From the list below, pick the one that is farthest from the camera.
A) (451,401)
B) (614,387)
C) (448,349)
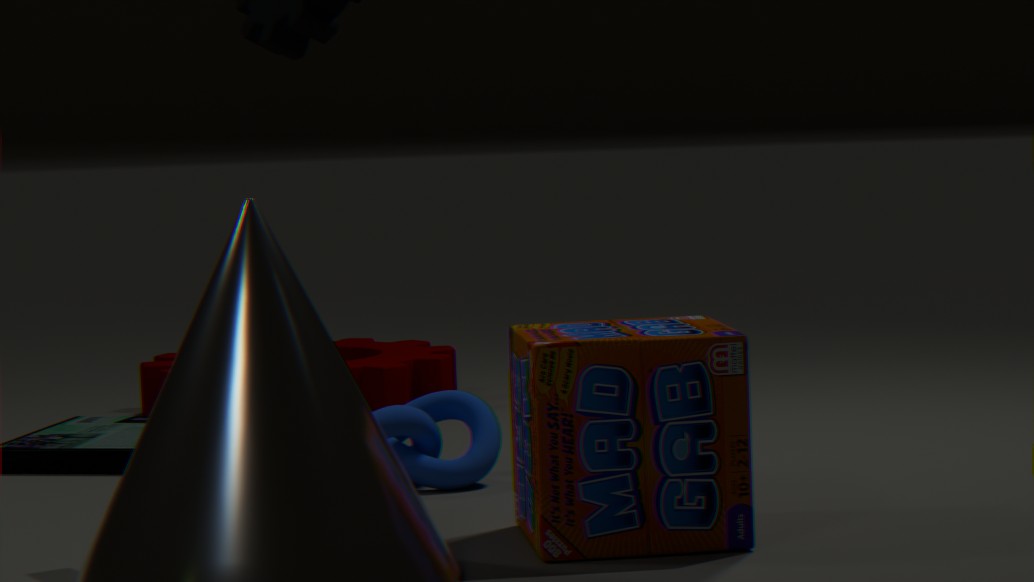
(448,349)
